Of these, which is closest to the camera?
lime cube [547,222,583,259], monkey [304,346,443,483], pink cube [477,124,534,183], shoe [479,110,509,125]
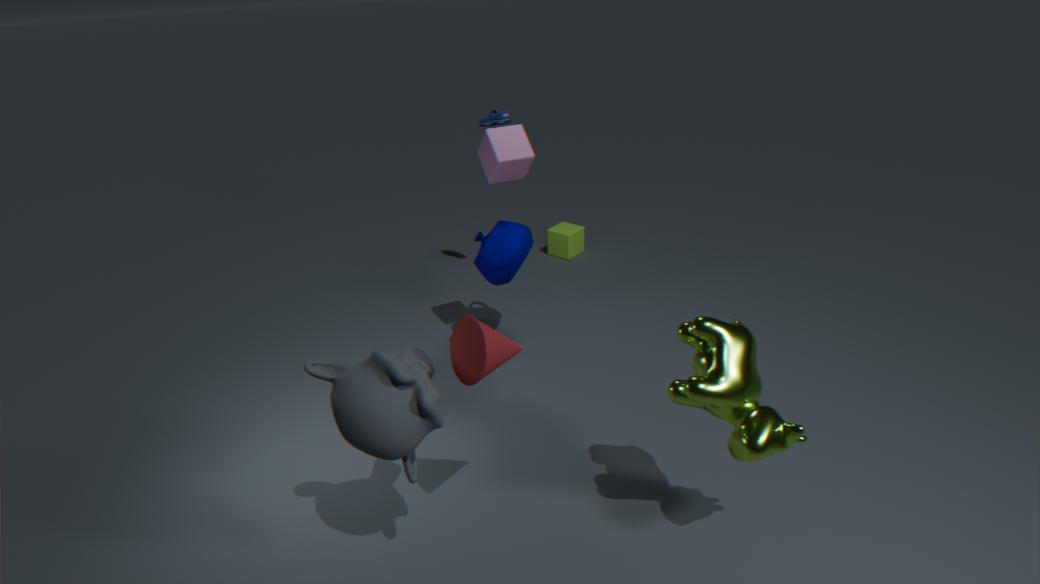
monkey [304,346,443,483]
